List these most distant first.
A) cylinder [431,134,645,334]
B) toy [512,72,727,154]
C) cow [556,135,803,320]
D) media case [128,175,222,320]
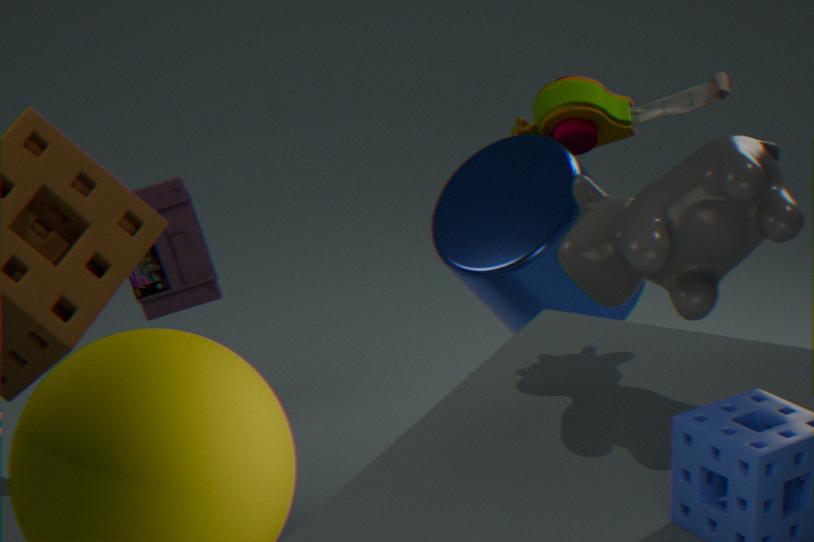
media case [128,175,222,320]
toy [512,72,727,154]
cylinder [431,134,645,334]
cow [556,135,803,320]
